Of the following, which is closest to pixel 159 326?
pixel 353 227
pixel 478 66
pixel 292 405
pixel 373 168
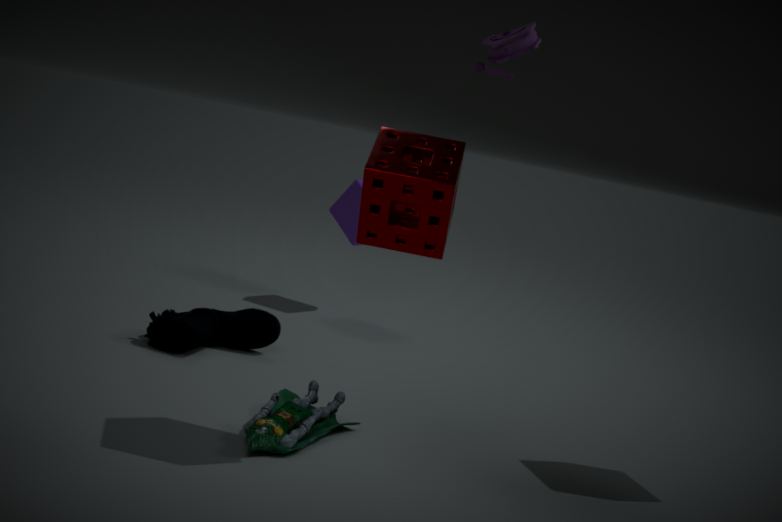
pixel 292 405
